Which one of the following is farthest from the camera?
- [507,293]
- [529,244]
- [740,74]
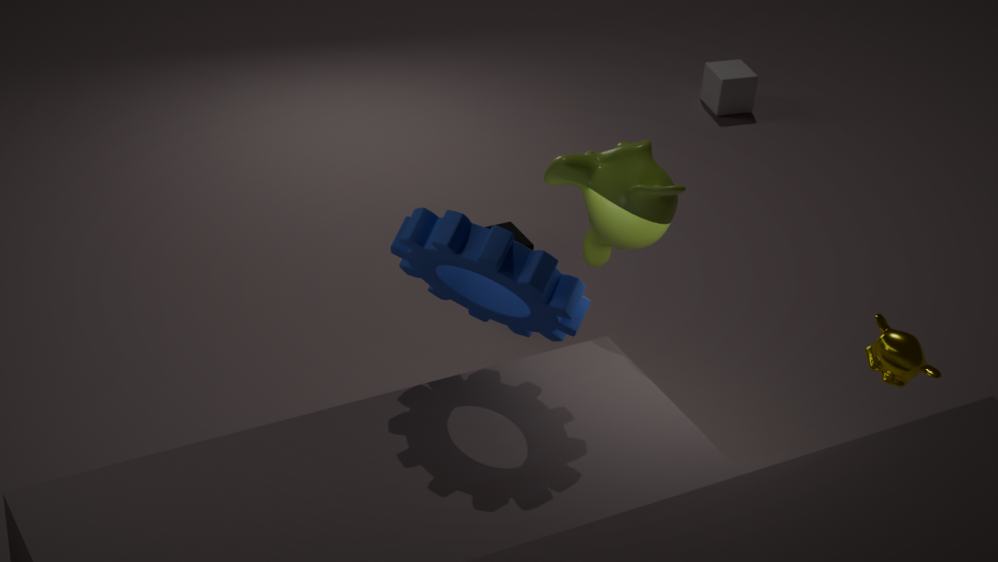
[740,74]
